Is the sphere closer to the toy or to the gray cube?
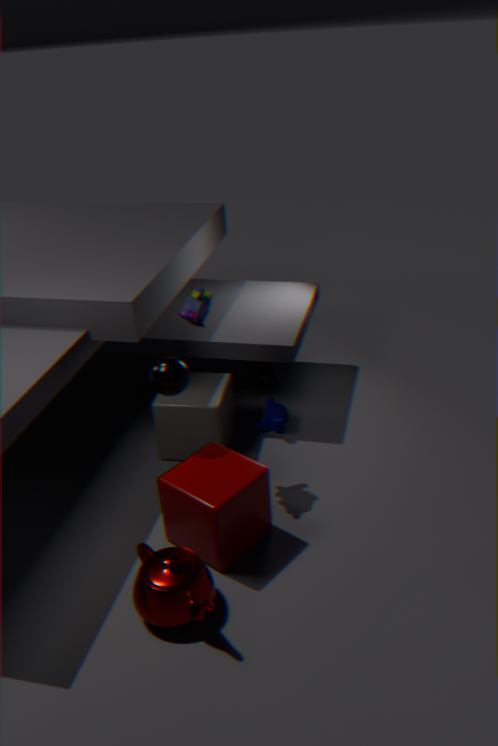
the toy
